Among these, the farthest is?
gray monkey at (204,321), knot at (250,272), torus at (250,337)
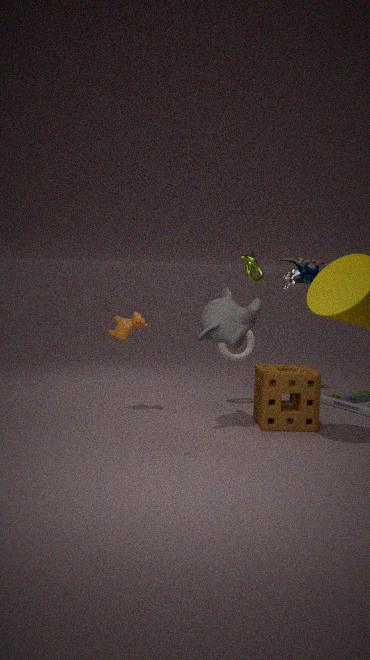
knot at (250,272)
